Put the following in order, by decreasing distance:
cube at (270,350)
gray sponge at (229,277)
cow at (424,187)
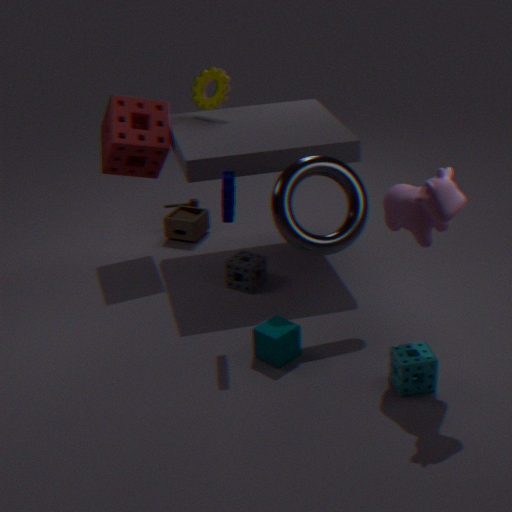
1. gray sponge at (229,277)
2. cube at (270,350)
3. cow at (424,187)
